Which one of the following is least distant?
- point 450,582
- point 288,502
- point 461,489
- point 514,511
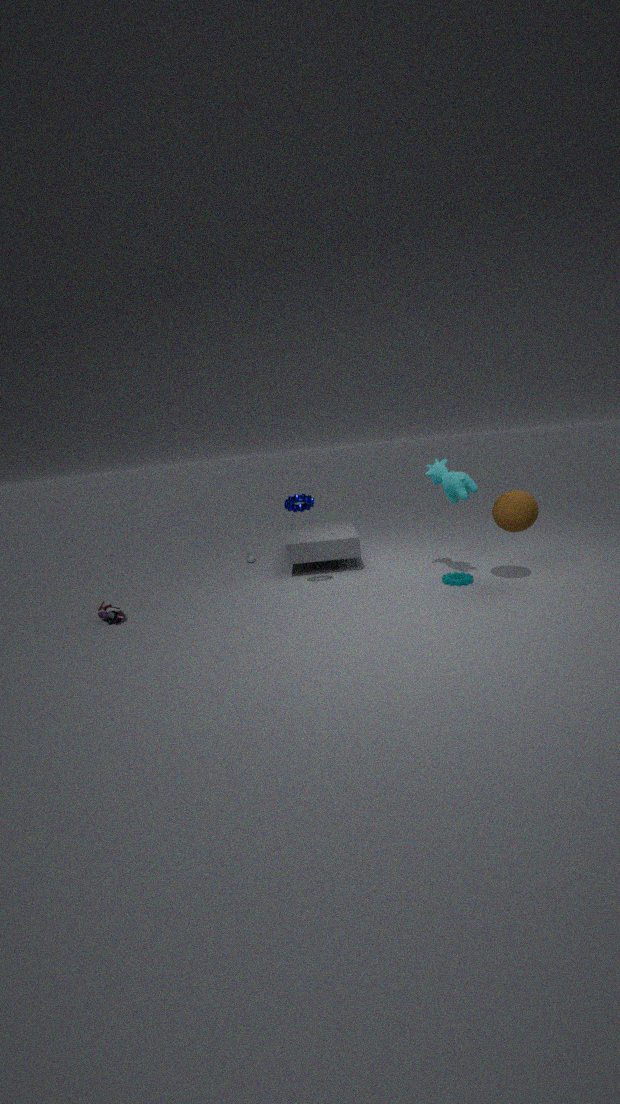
point 514,511
